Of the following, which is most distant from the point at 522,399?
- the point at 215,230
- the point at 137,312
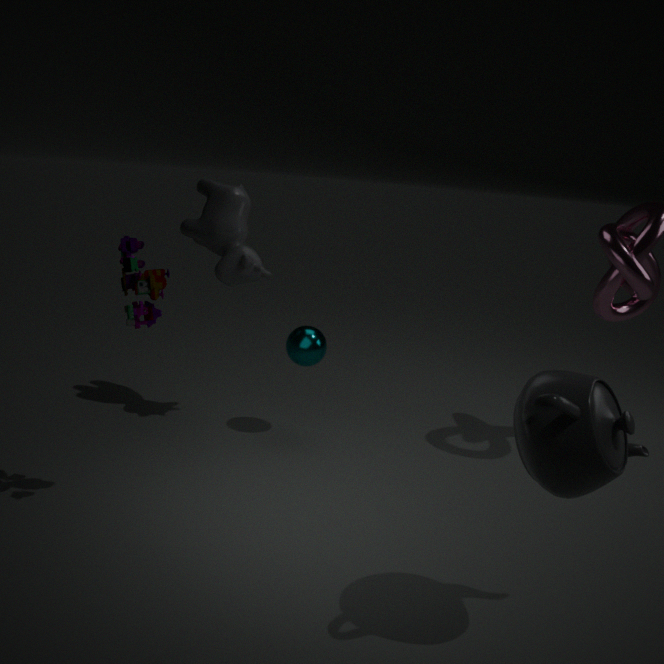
the point at 215,230
